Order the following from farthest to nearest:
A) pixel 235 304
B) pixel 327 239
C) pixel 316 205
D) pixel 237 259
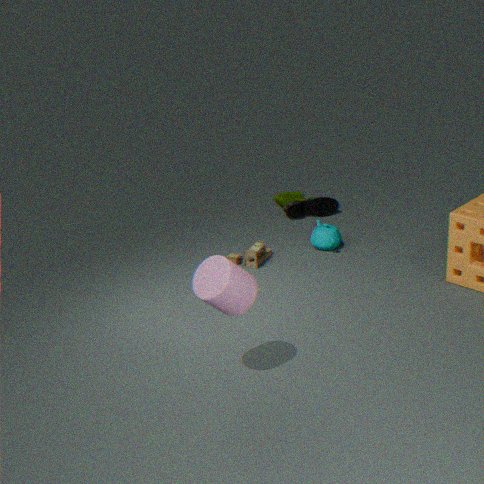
pixel 316 205 < pixel 327 239 < pixel 237 259 < pixel 235 304
